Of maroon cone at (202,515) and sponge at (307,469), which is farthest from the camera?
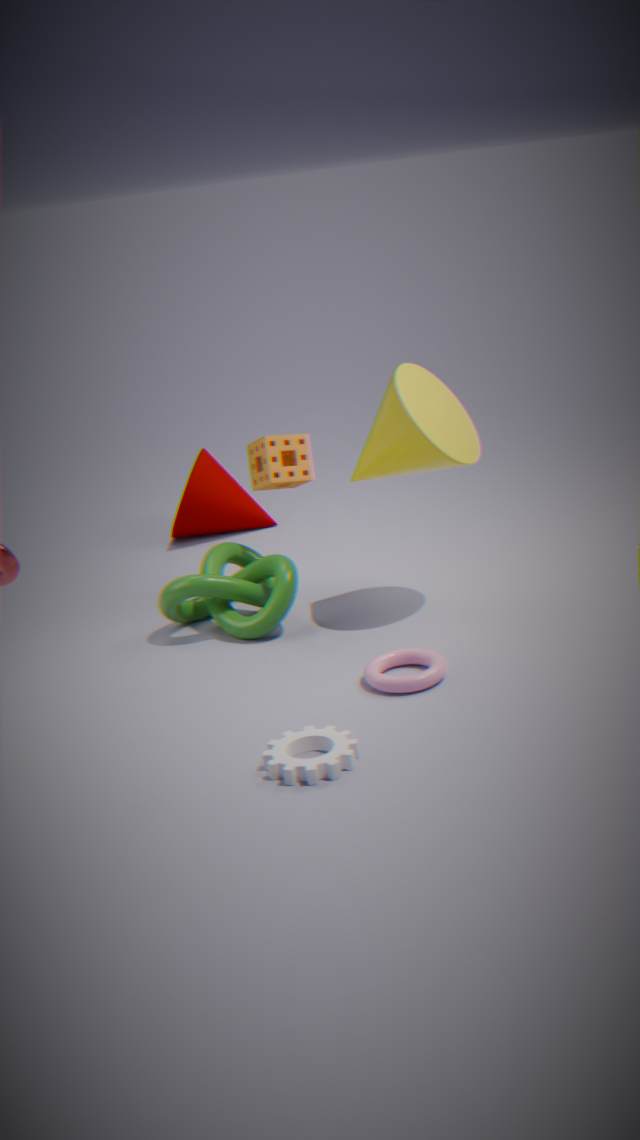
maroon cone at (202,515)
